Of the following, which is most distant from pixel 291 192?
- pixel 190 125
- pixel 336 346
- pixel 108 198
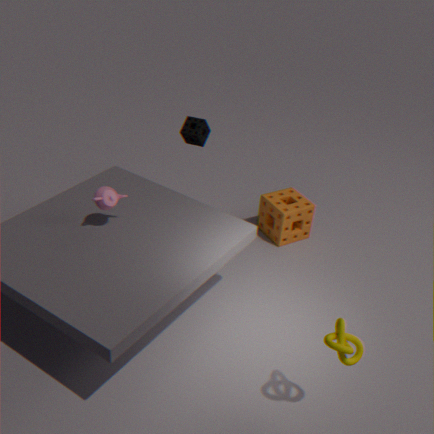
pixel 336 346
